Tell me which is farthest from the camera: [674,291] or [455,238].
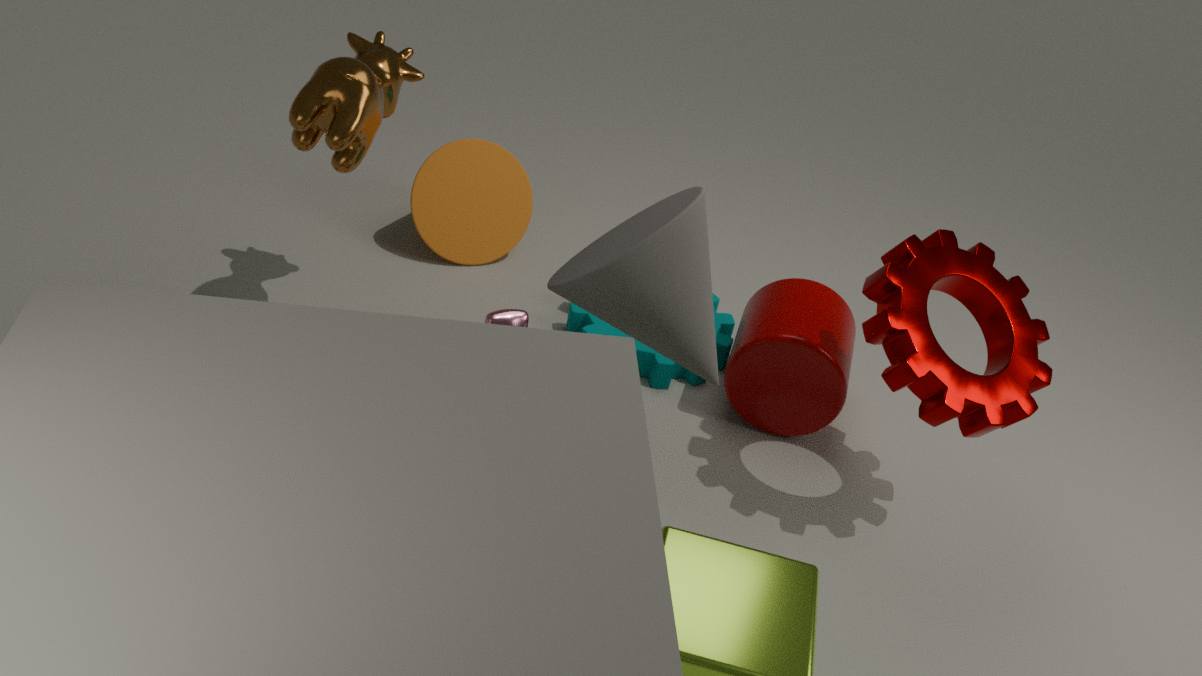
[455,238]
